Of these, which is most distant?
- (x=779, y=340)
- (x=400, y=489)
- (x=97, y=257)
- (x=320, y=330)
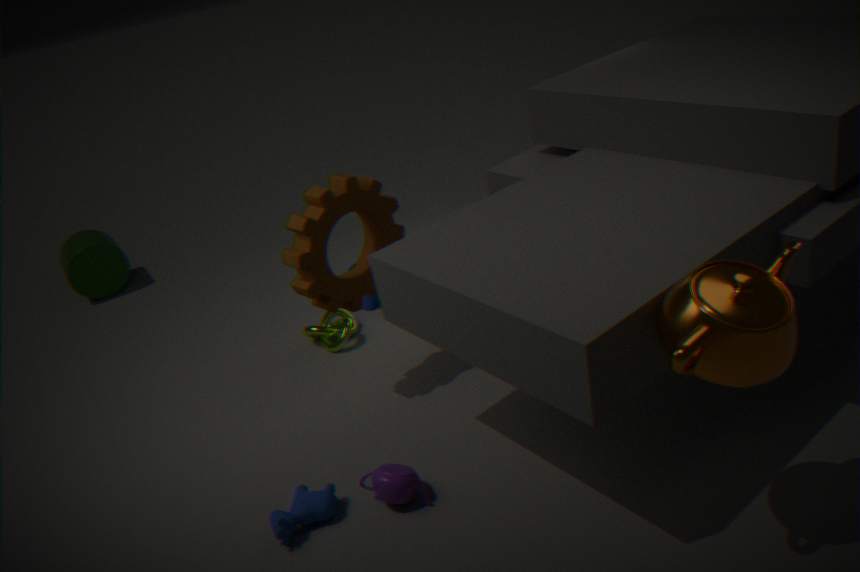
(x=97, y=257)
